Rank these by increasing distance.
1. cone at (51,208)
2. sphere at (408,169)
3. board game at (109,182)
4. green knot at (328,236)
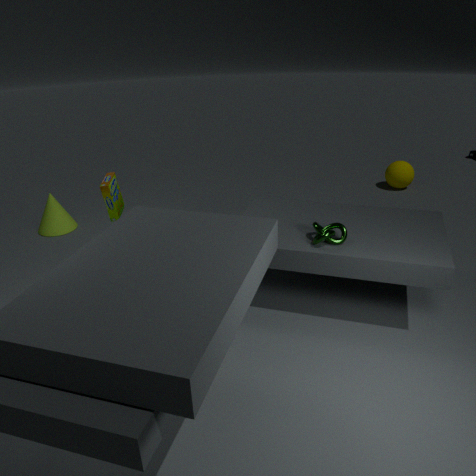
green knot at (328,236)
board game at (109,182)
cone at (51,208)
sphere at (408,169)
